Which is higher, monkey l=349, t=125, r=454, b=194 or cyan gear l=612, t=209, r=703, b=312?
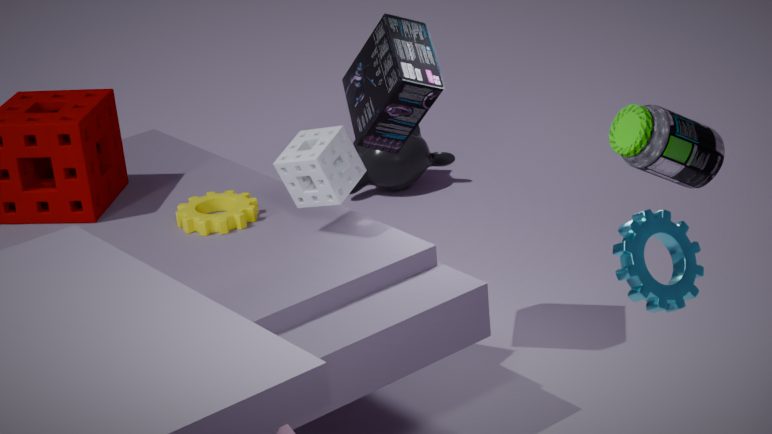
cyan gear l=612, t=209, r=703, b=312
